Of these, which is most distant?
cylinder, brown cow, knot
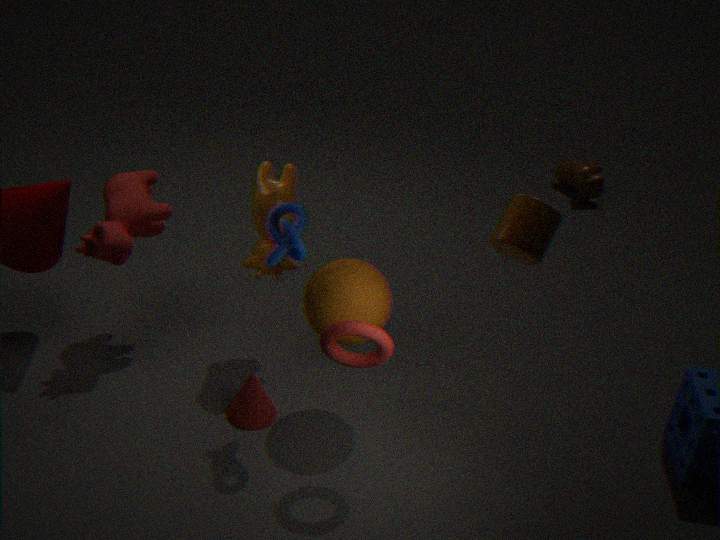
brown cow
